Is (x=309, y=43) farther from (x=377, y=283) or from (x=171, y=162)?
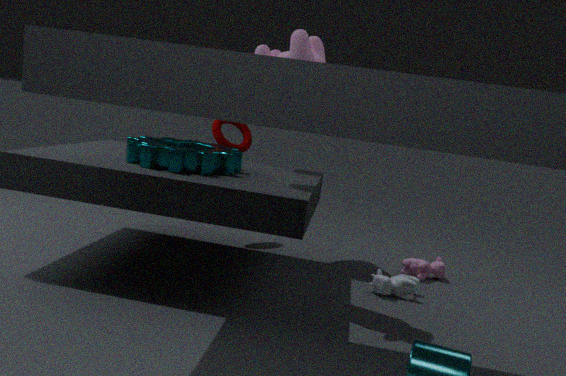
(x=377, y=283)
